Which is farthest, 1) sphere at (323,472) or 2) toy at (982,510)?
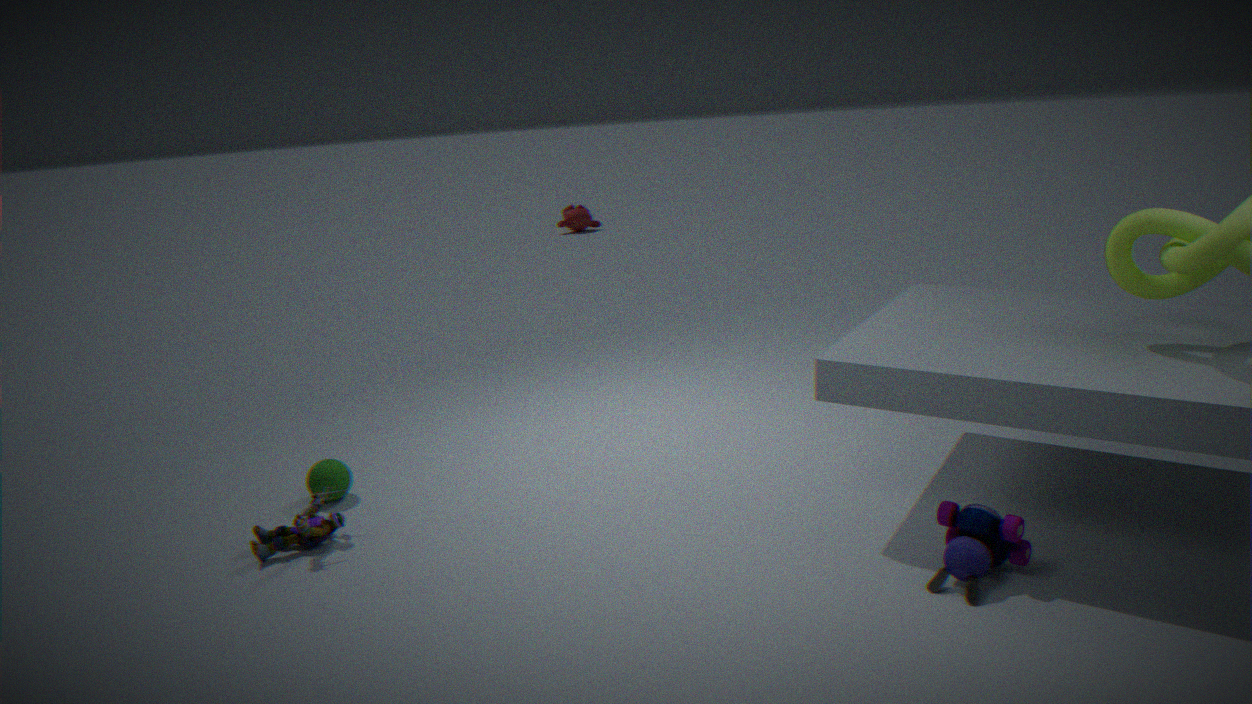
1. sphere at (323,472)
